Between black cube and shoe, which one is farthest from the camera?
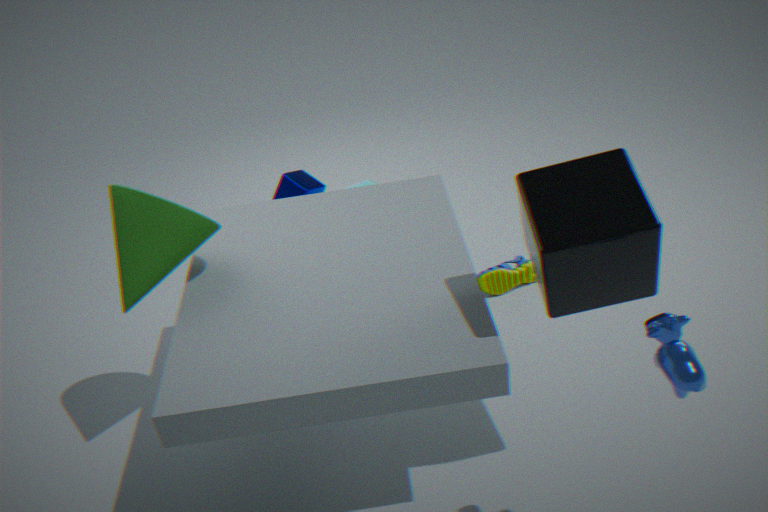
shoe
